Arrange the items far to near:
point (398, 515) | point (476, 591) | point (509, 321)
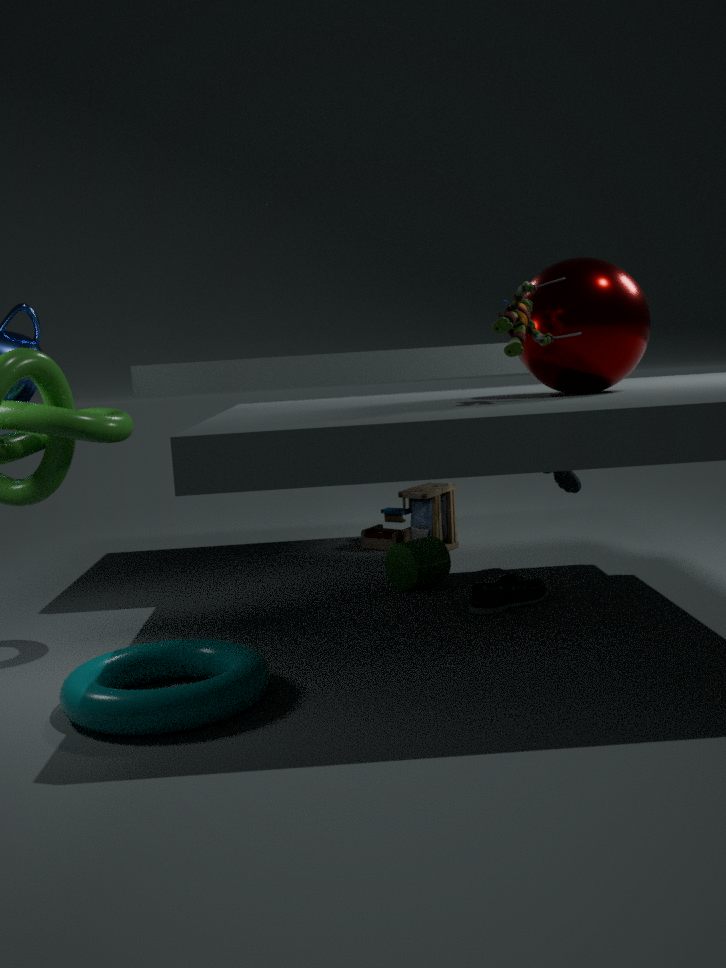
point (398, 515), point (476, 591), point (509, 321)
